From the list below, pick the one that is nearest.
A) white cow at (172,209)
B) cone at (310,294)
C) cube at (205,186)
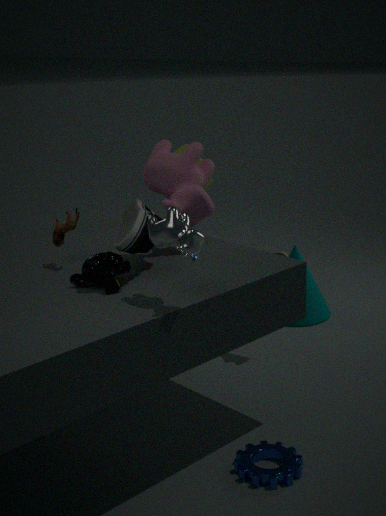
white cow at (172,209)
